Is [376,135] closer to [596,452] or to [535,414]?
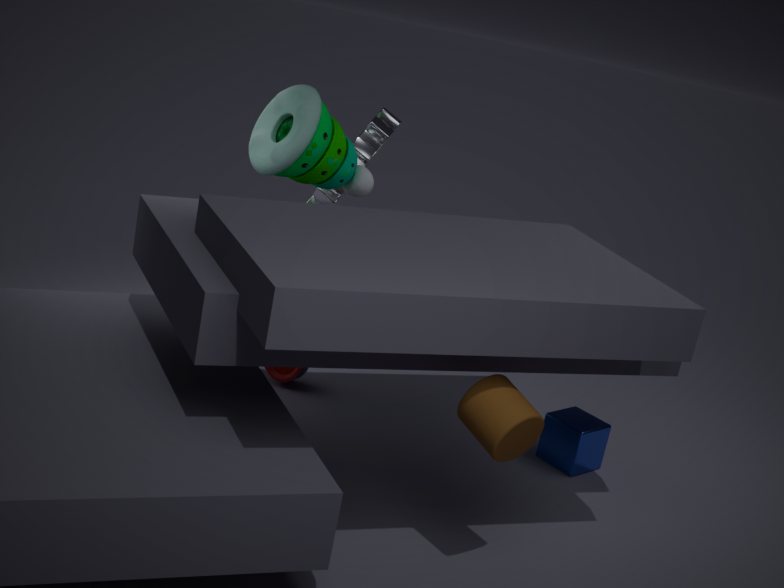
[596,452]
